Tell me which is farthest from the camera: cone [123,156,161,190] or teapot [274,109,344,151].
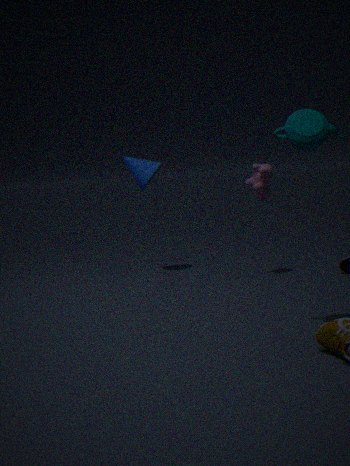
cone [123,156,161,190]
